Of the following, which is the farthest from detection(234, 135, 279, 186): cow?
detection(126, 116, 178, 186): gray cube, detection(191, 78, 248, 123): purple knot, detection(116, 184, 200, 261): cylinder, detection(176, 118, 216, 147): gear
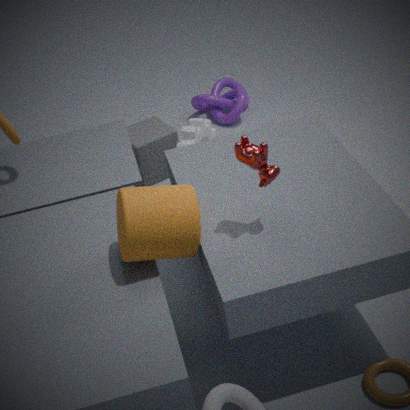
detection(191, 78, 248, 123): purple knot
